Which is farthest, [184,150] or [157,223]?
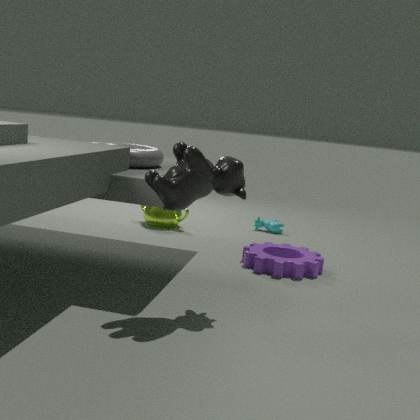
[157,223]
